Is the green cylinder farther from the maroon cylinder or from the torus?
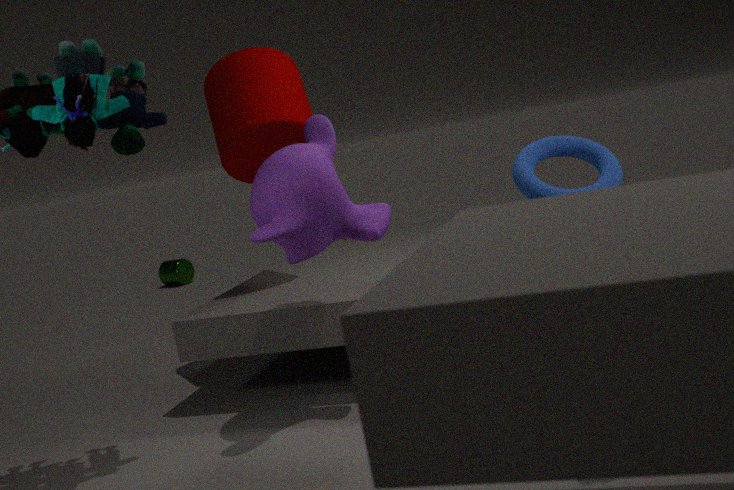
the torus
